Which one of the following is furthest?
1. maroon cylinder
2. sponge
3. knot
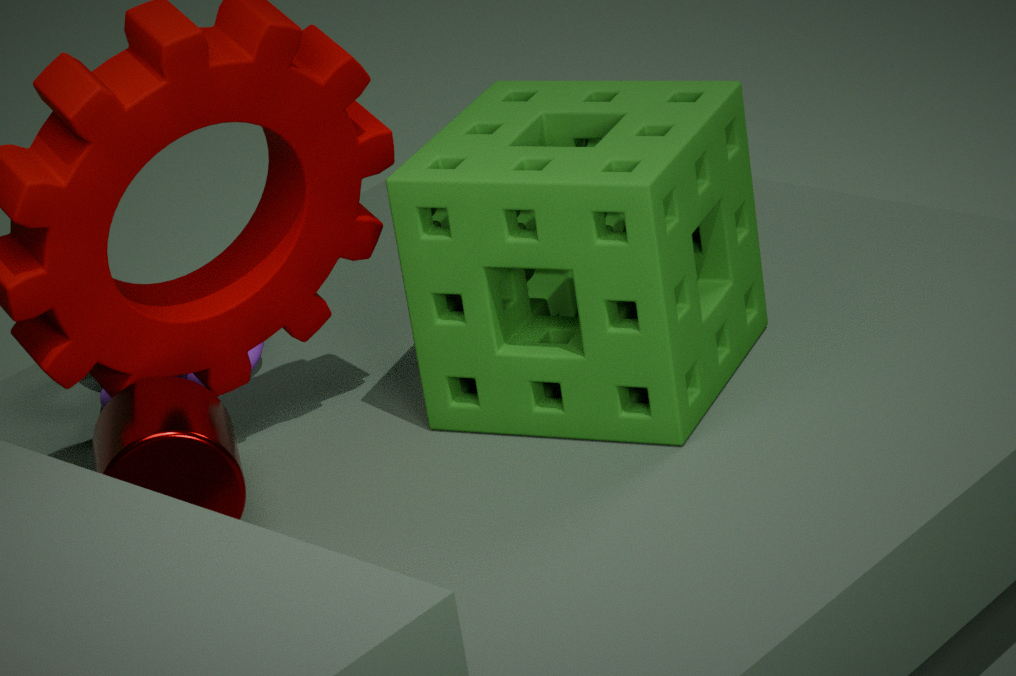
knot
